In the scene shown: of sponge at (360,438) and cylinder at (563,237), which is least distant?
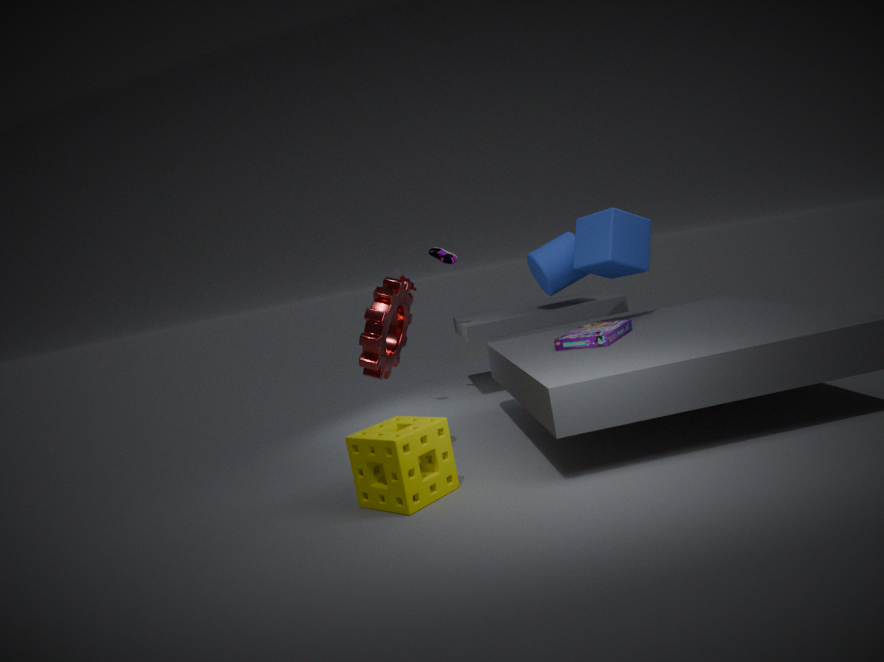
sponge at (360,438)
